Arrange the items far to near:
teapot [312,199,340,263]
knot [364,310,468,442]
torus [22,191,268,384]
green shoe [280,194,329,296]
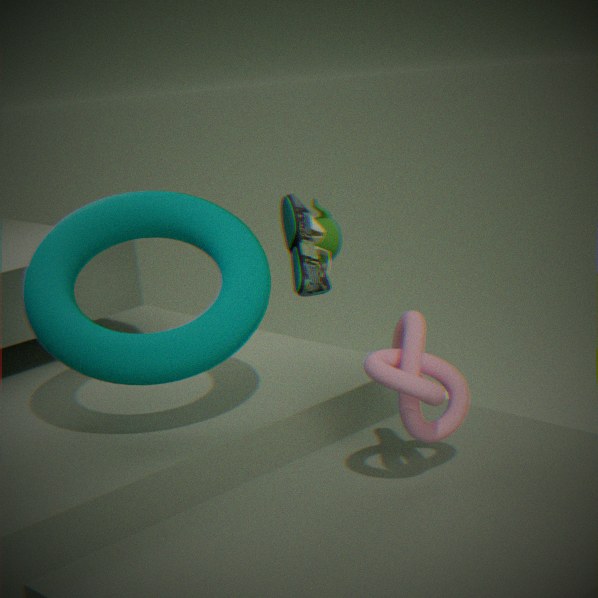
teapot [312,199,340,263] < green shoe [280,194,329,296] < torus [22,191,268,384] < knot [364,310,468,442]
